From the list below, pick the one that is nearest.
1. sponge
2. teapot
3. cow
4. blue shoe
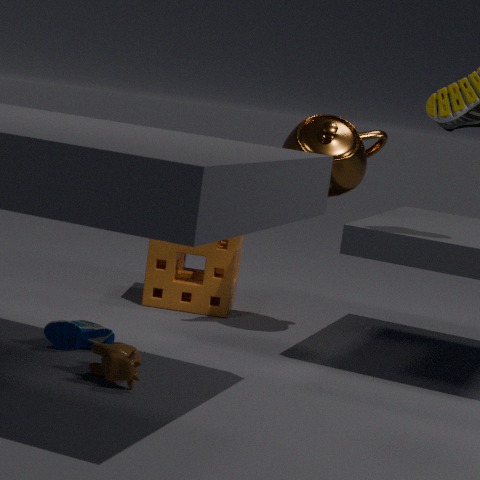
cow
